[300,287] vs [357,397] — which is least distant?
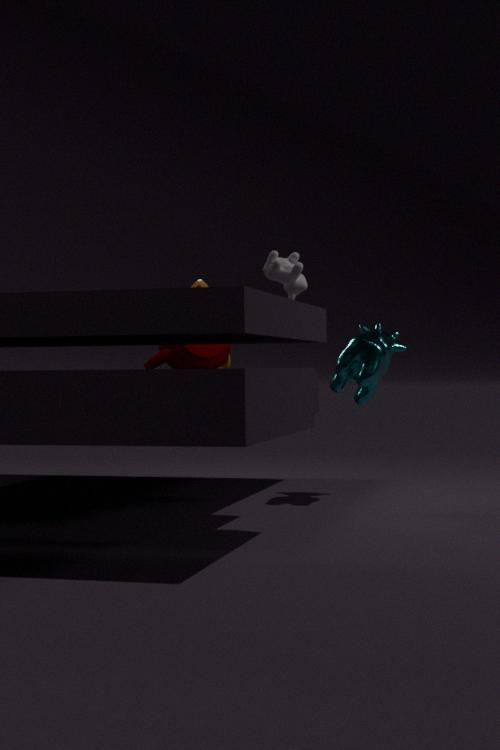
[300,287]
